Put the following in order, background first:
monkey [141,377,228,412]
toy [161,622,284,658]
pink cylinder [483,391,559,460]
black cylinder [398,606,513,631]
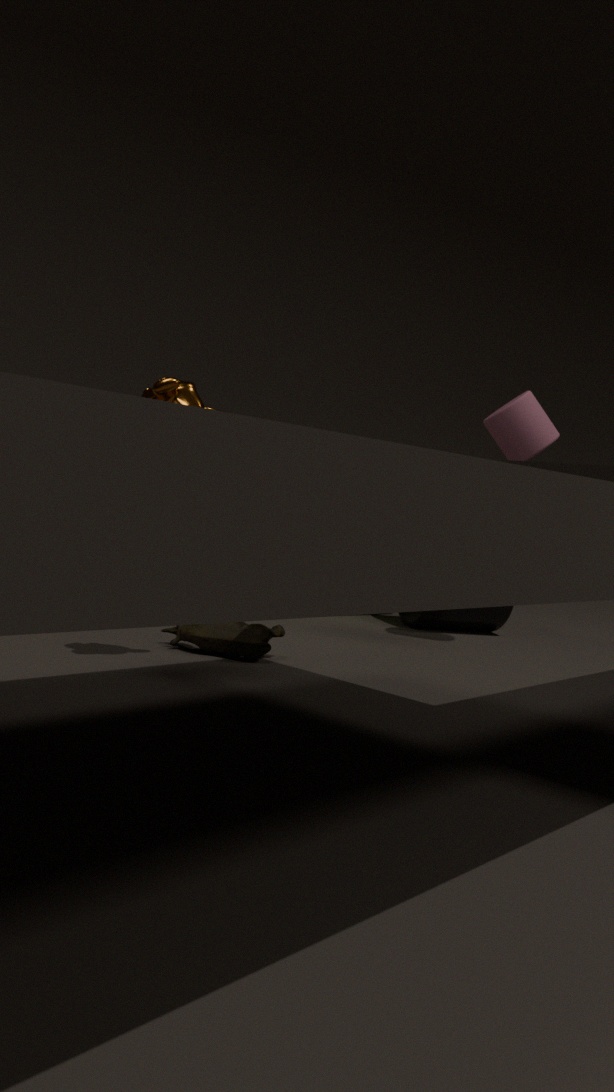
black cylinder [398,606,513,631] → pink cylinder [483,391,559,460] → toy [161,622,284,658] → monkey [141,377,228,412]
